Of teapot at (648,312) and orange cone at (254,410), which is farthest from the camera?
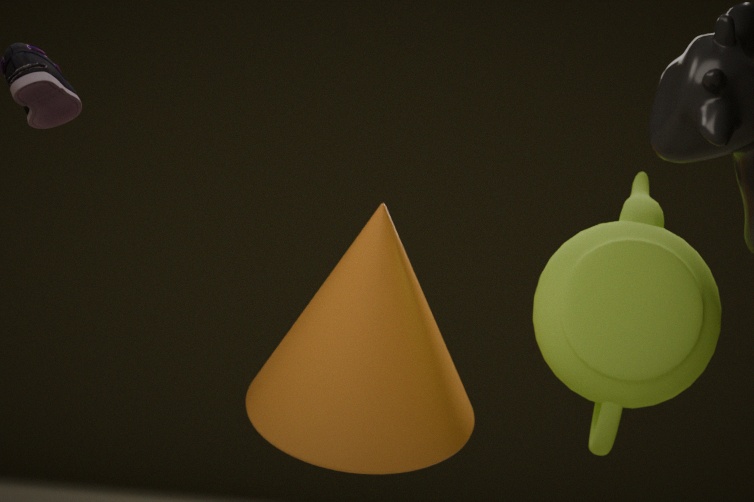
orange cone at (254,410)
